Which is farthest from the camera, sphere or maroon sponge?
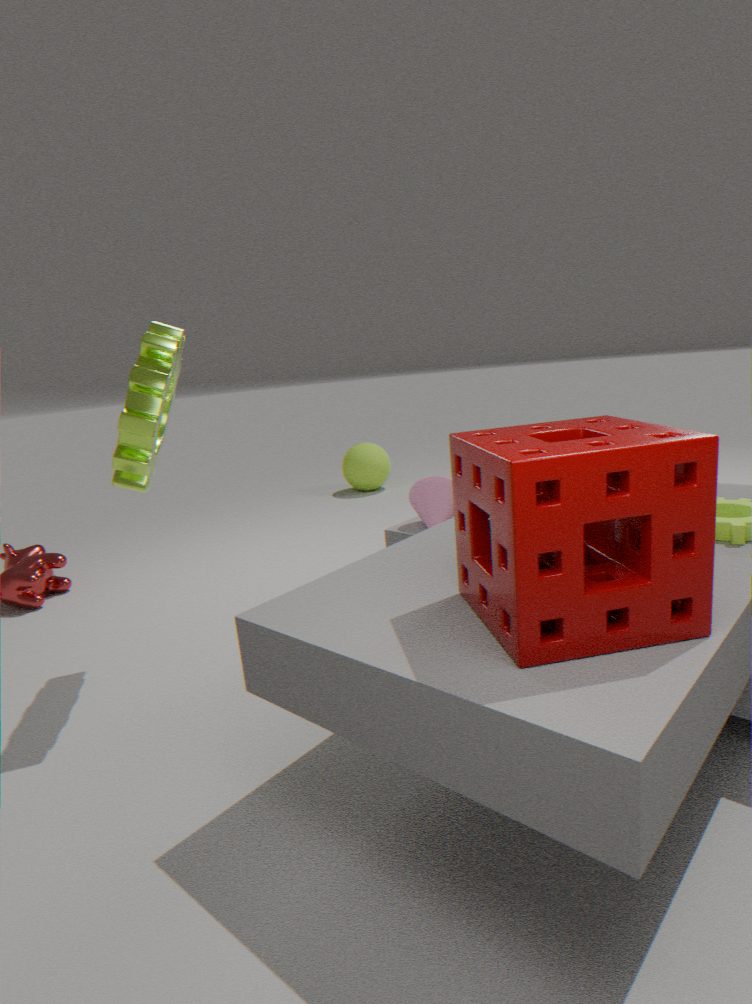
sphere
